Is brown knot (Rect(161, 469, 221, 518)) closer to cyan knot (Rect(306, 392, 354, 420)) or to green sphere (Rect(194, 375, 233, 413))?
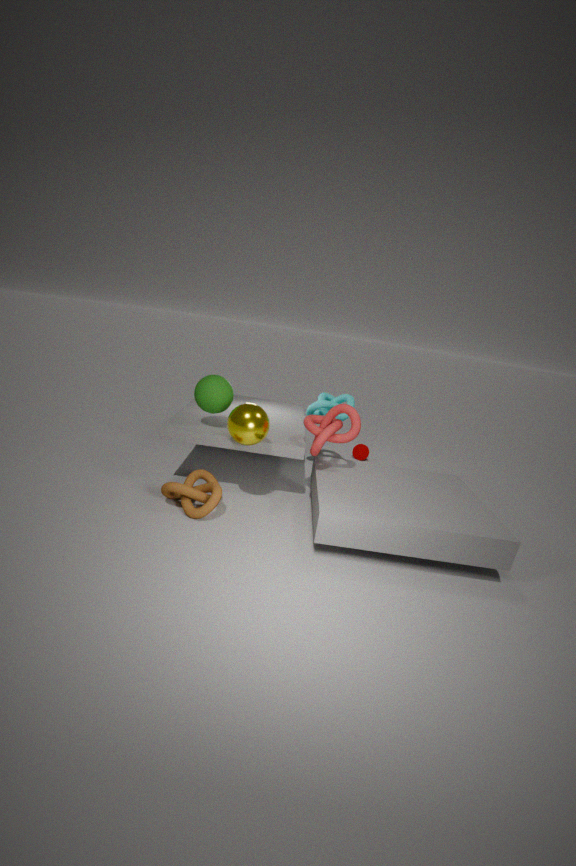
green sphere (Rect(194, 375, 233, 413))
